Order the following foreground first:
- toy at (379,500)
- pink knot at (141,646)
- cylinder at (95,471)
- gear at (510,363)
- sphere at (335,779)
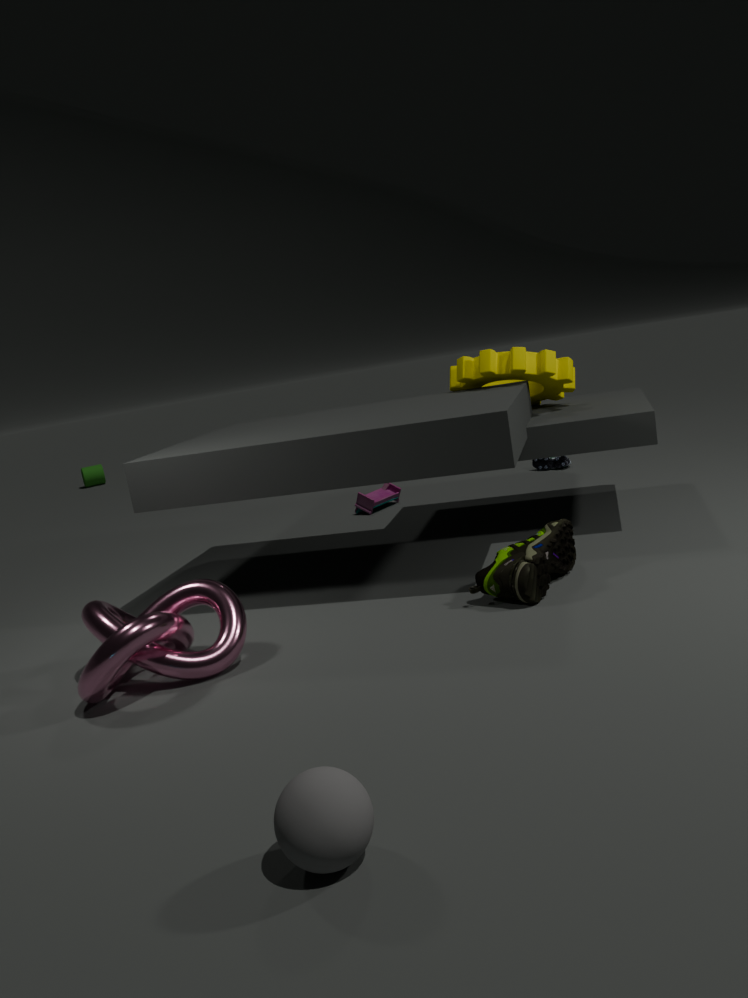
sphere at (335,779) → pink knot at (141,646) → gear at (510,363) → toy at (379,500) → cylinder at (95,471)
